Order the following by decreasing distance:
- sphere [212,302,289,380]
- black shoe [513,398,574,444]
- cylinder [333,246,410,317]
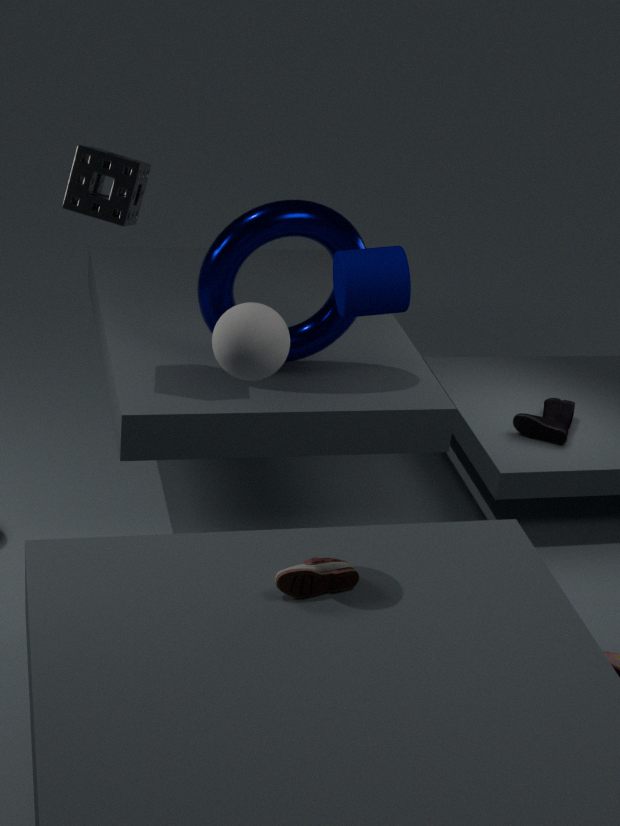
black shoe [513,398,574,444] → cylinder [333,246,410,317] → sphere [212,302,289,380]
